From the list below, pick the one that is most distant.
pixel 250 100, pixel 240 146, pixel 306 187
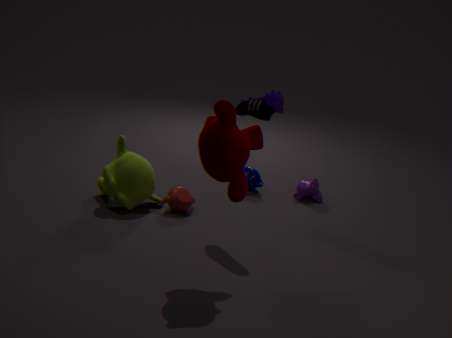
Result: pixel 306 187
